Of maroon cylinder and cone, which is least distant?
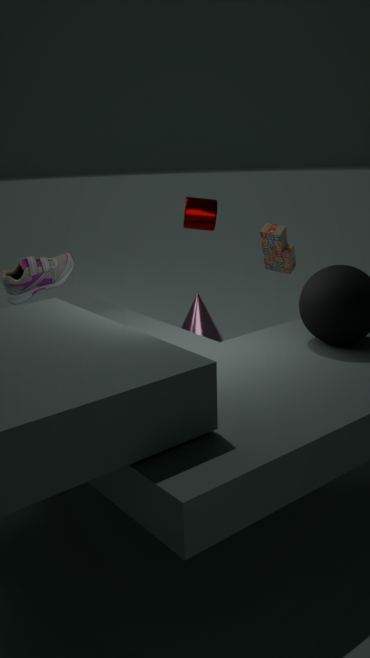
maroon cylinder
